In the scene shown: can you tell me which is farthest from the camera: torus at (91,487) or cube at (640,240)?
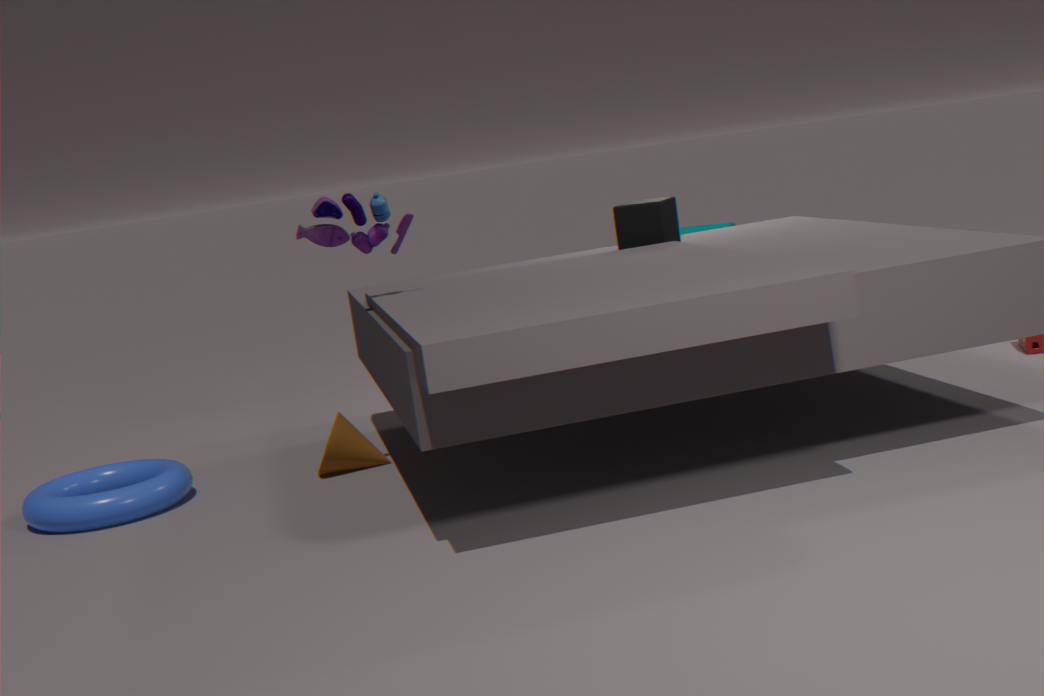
cube at (640,240)
